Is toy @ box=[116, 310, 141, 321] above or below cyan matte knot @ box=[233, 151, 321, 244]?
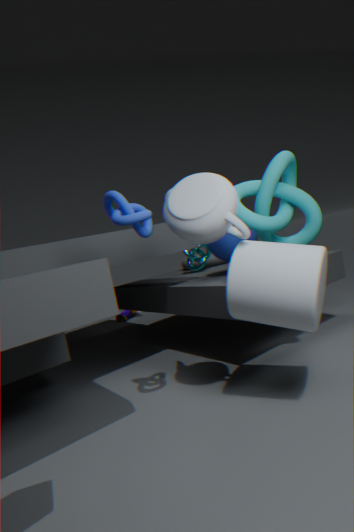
below
